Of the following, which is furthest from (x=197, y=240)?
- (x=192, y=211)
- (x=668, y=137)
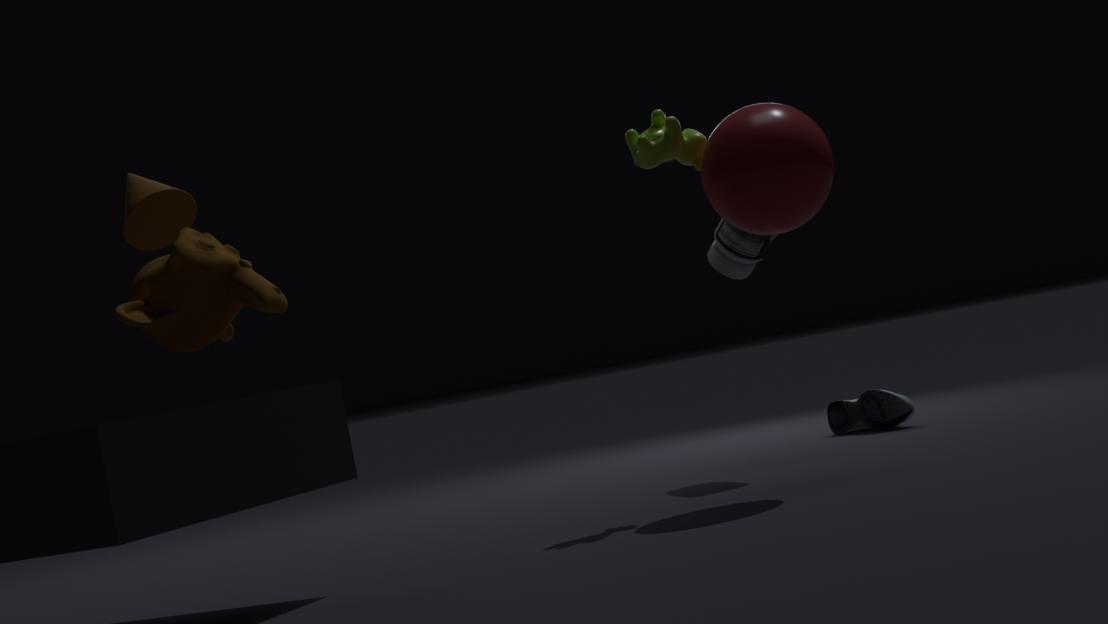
(x=668, y=137)
